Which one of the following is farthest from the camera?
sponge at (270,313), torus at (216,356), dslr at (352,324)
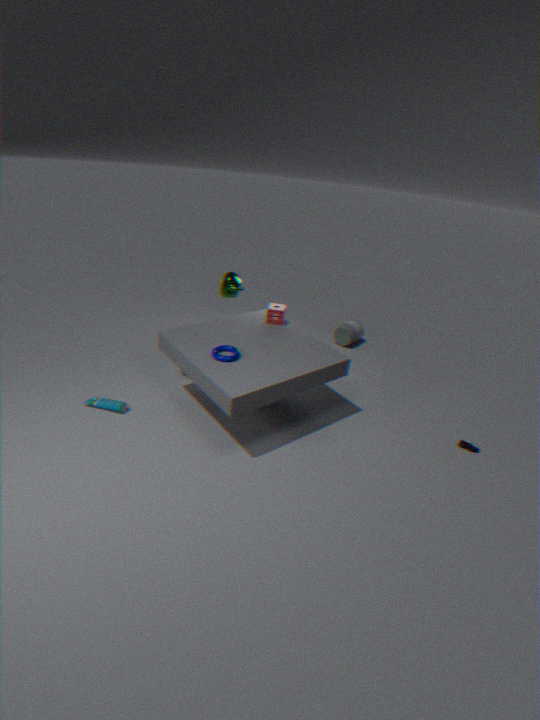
dslr at (352,324)
